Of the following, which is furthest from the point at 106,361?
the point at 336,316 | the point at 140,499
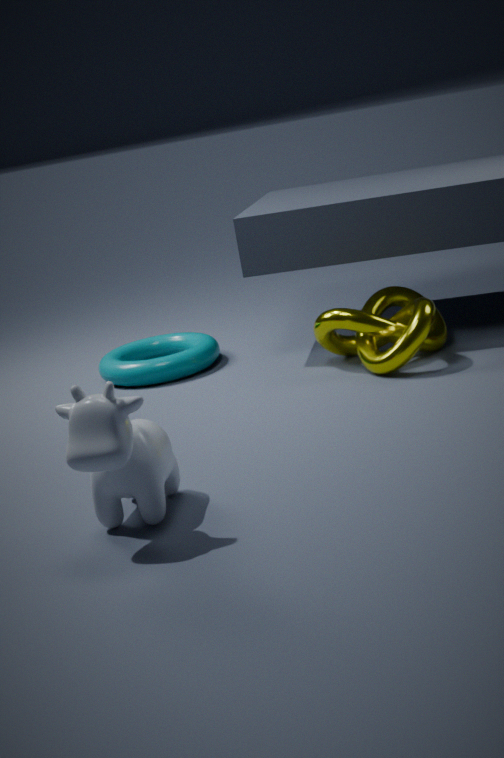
the point at 140,499
